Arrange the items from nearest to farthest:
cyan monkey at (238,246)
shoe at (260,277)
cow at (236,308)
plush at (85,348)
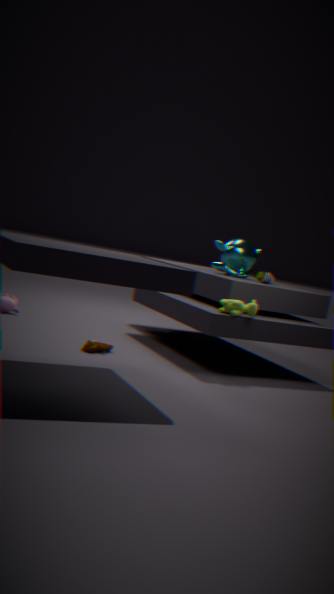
cow at (236,308)
plush at (85,348)
shoe at (260,277)
cyan monkey at (238,246)
